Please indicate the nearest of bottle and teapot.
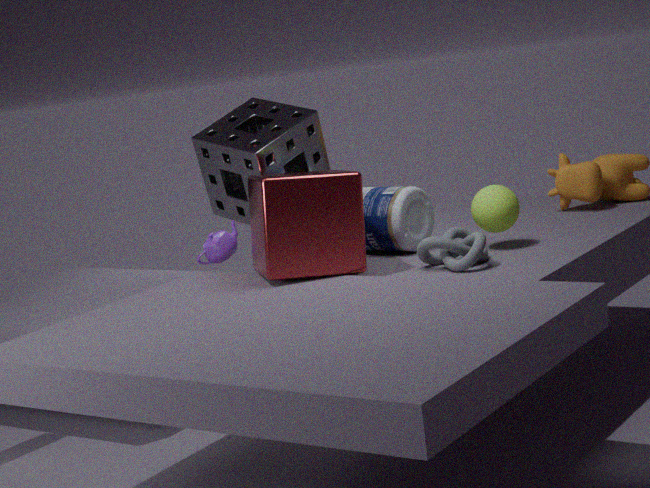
bottle
